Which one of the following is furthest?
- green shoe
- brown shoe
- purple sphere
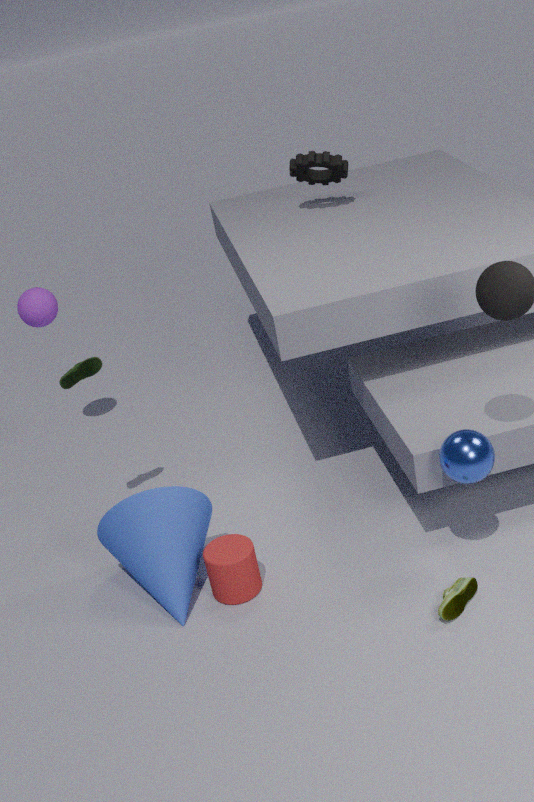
purple sphere
